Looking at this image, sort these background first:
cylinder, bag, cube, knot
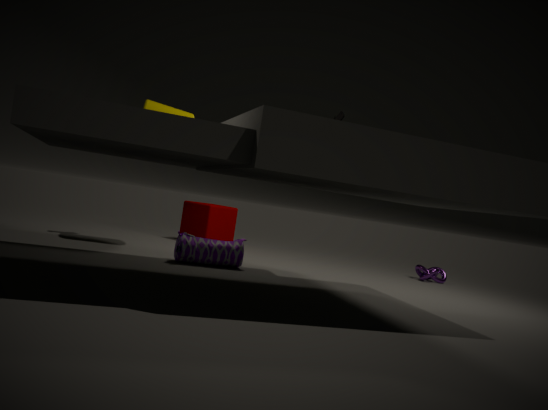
cube < knot < cylinder < bag
